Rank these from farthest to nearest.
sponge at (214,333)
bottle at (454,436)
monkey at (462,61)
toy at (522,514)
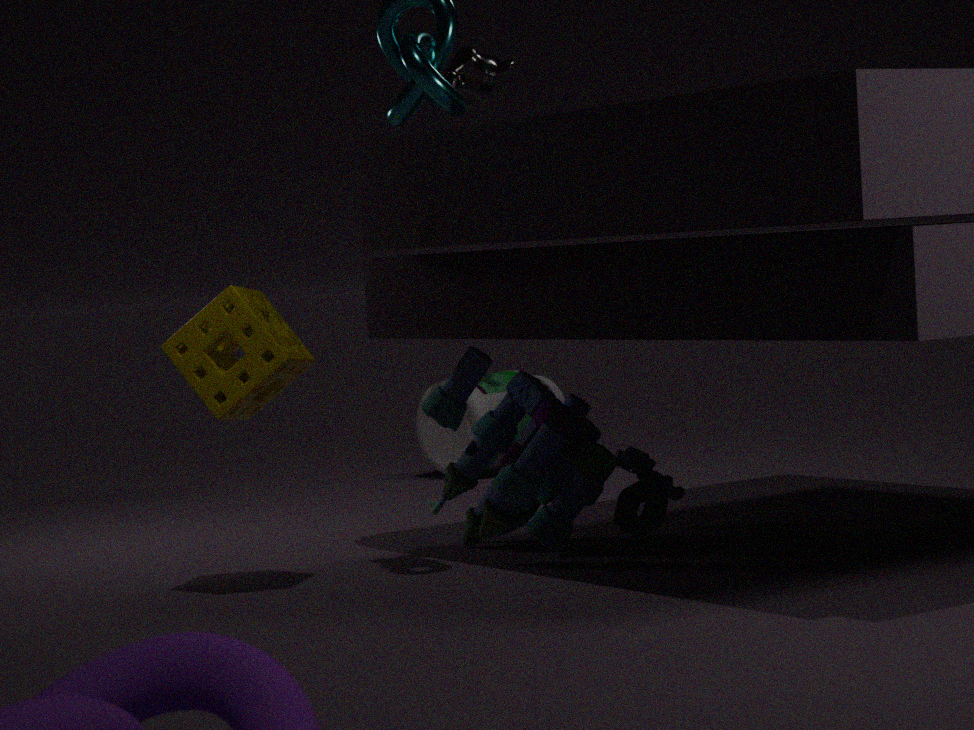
bottle at (454,436)
monkey at (462,61)
toy at (522,514)
sponge at (214,333)
